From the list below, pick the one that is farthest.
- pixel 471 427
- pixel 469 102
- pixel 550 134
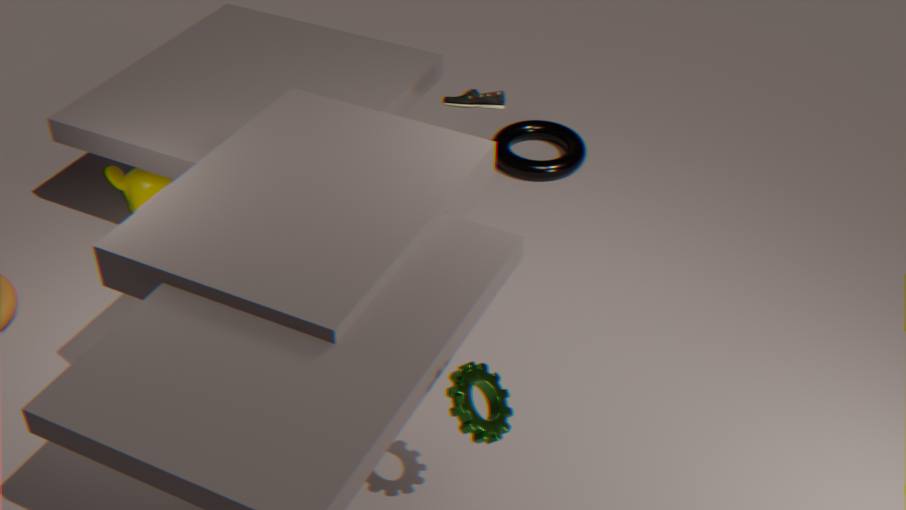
pixel 550 134
